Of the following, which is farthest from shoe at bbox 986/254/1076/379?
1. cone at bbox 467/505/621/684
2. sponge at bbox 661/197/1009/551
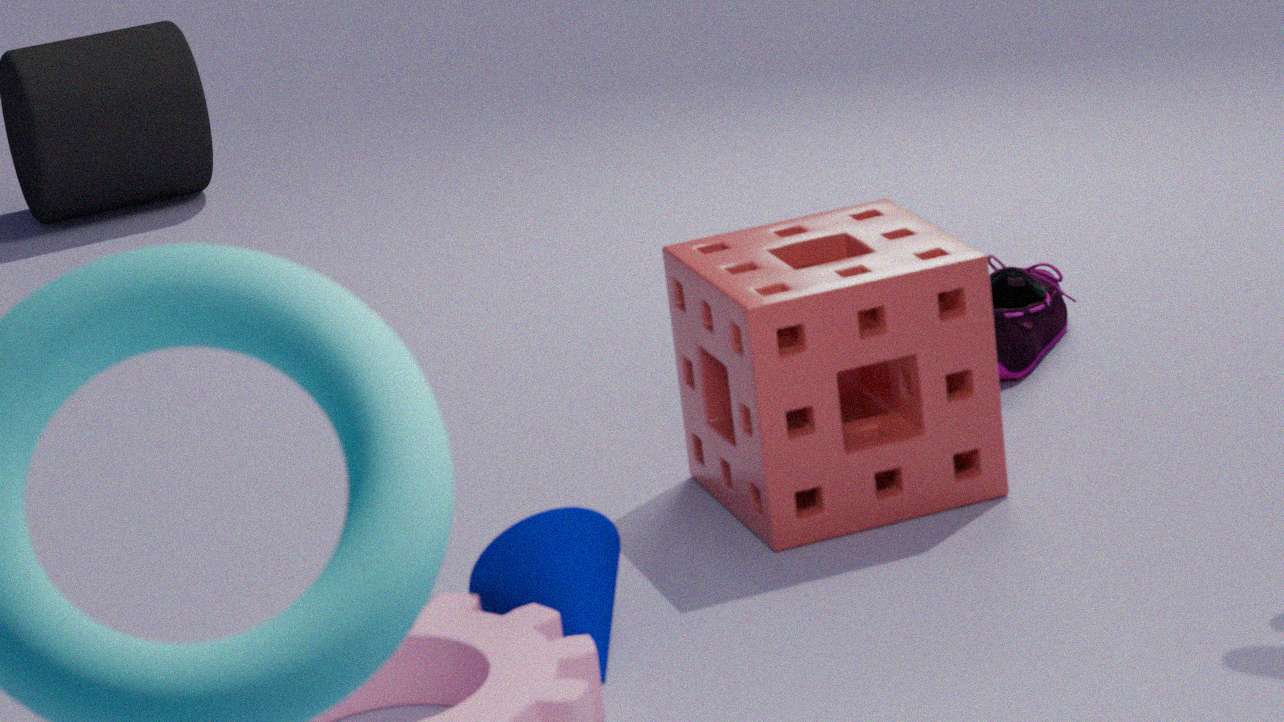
cone at bbox 467/505/621/684
